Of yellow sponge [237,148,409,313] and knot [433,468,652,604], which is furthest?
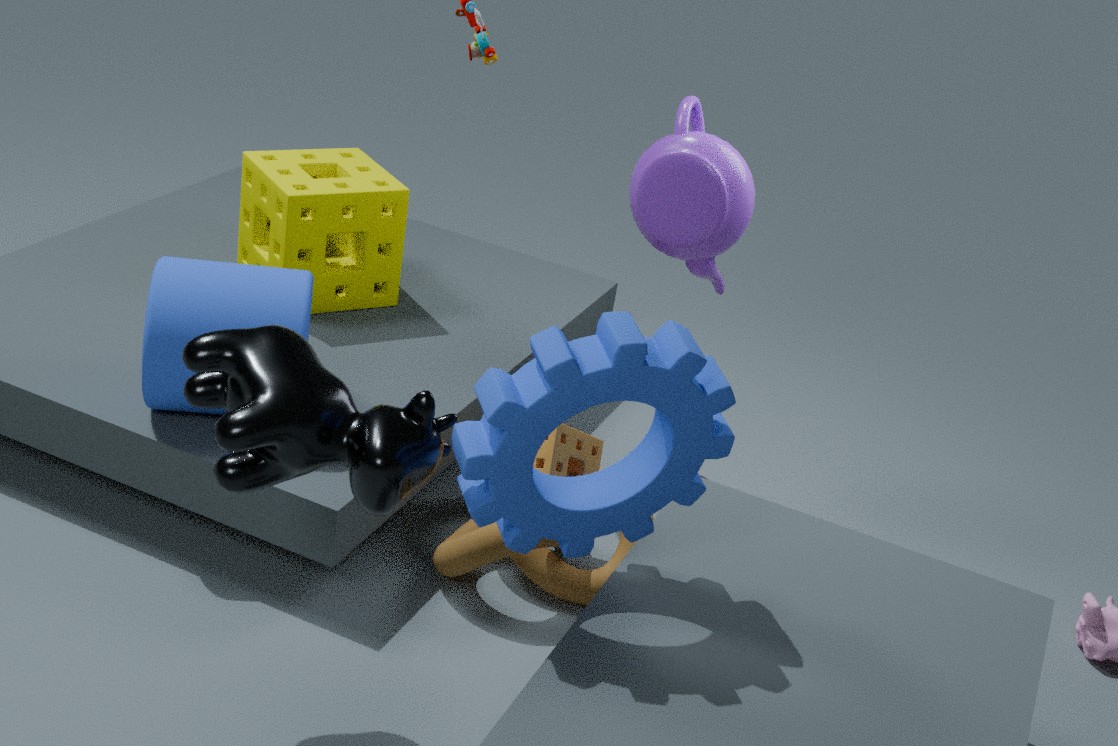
yellow sponge [237,148,409,313]
